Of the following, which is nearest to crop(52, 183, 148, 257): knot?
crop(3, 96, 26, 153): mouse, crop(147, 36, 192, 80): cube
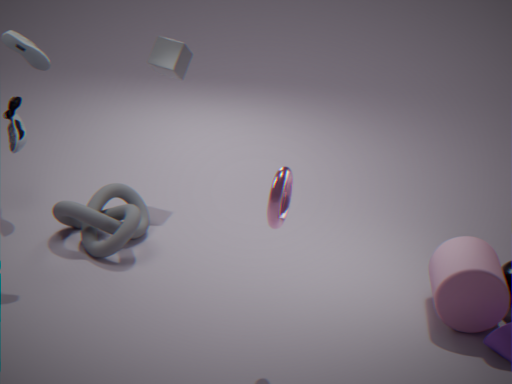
crop(3, 96, 26, 153): mouse
